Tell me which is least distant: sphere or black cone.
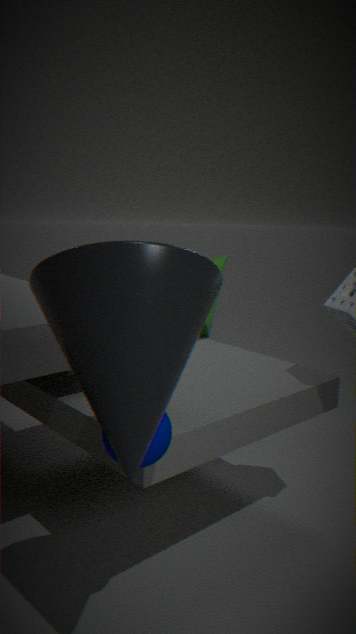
black cone
